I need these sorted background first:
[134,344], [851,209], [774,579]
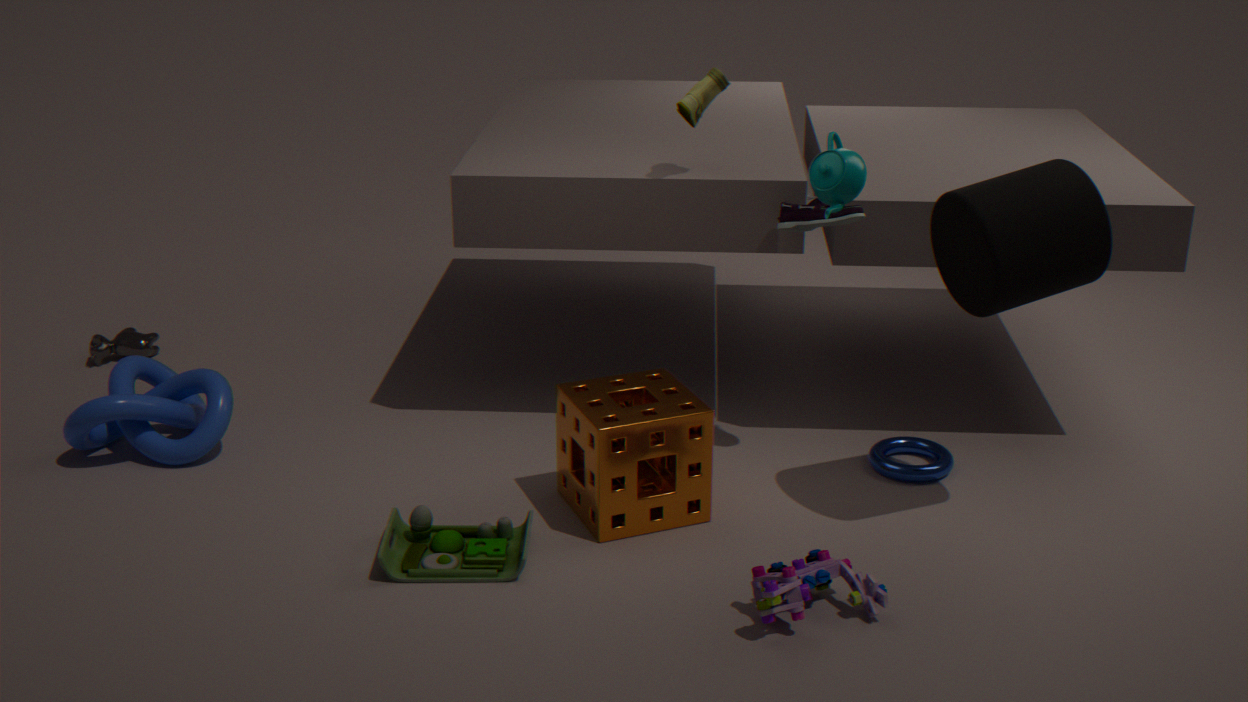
[134,344]
[851,209]
[774,579]
